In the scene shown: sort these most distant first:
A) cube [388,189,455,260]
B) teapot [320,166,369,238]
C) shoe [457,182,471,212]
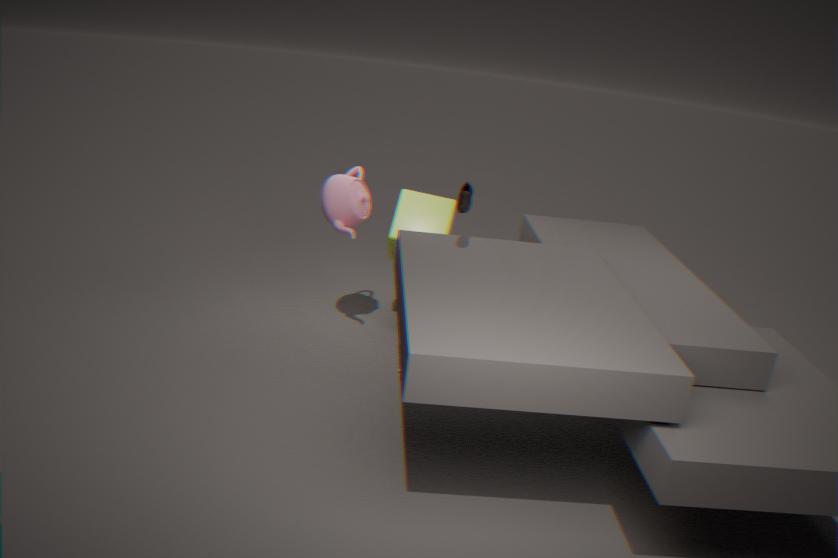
cube [388,189,455,260] → teapot [320,166,369,238] → shoe [457,182,471,212]
